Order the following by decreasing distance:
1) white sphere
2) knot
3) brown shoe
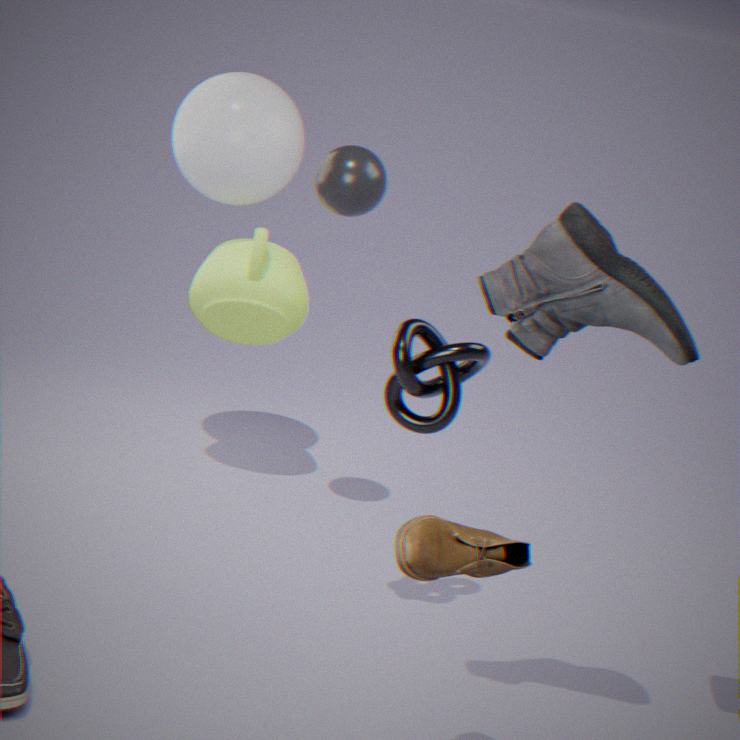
1. white sphere, 2. knot, 3. brown shoe
